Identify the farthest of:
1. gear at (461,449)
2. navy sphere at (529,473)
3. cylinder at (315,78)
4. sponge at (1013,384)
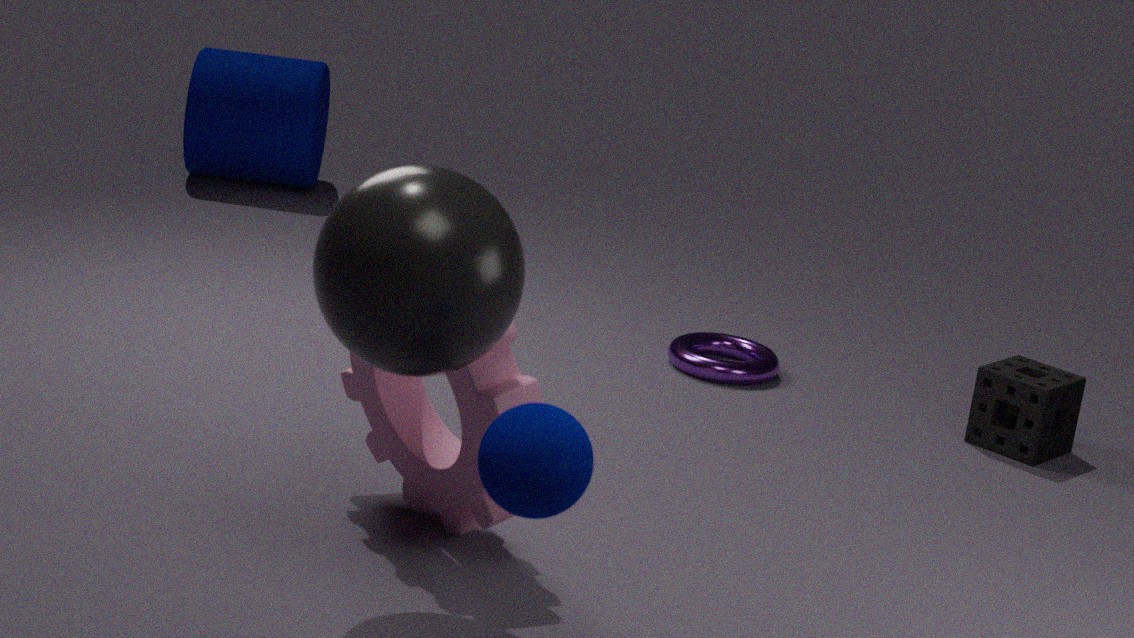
cylinder at (315,78)
